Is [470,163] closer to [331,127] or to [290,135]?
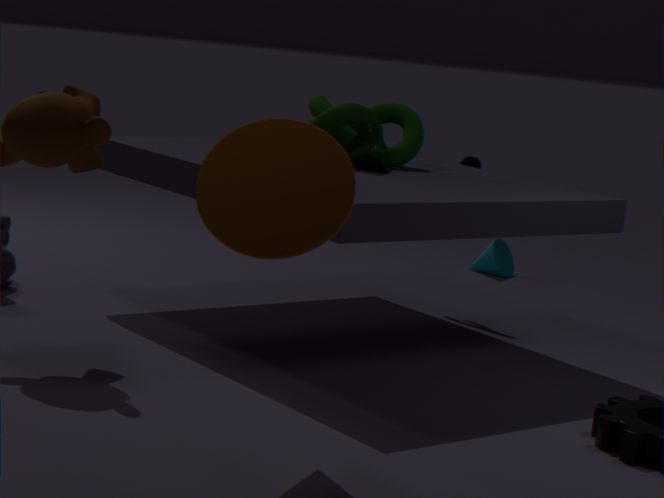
[331,127]
